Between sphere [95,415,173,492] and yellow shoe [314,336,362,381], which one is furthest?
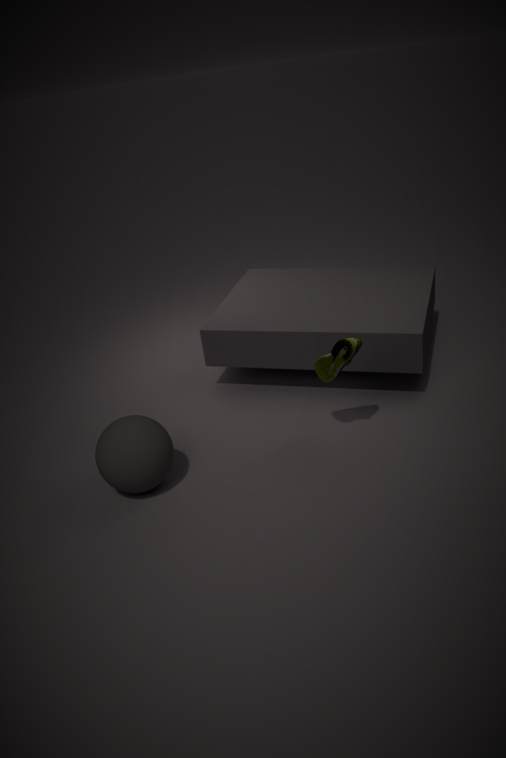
yellow shoe [314,336,362,381]
